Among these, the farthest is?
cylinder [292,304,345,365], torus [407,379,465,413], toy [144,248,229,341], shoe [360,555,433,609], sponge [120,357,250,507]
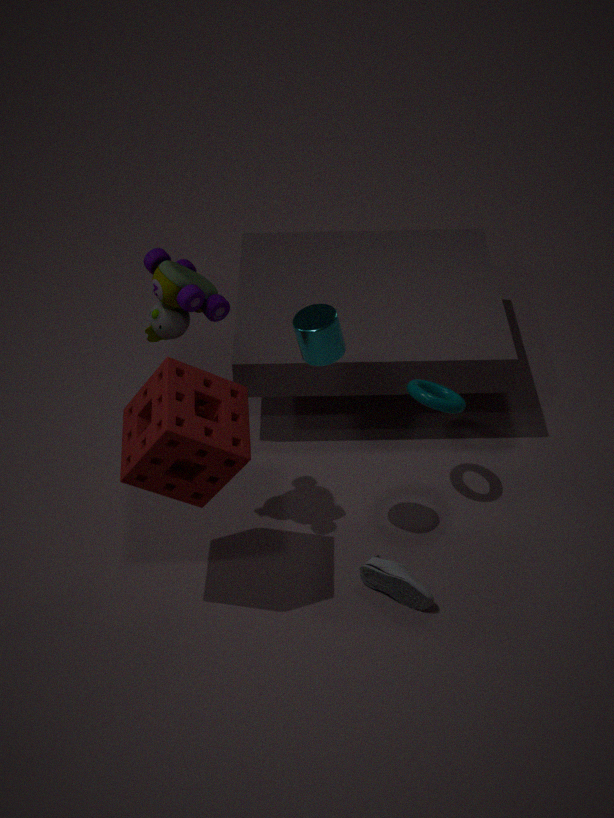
torus [407,379,465,413]
